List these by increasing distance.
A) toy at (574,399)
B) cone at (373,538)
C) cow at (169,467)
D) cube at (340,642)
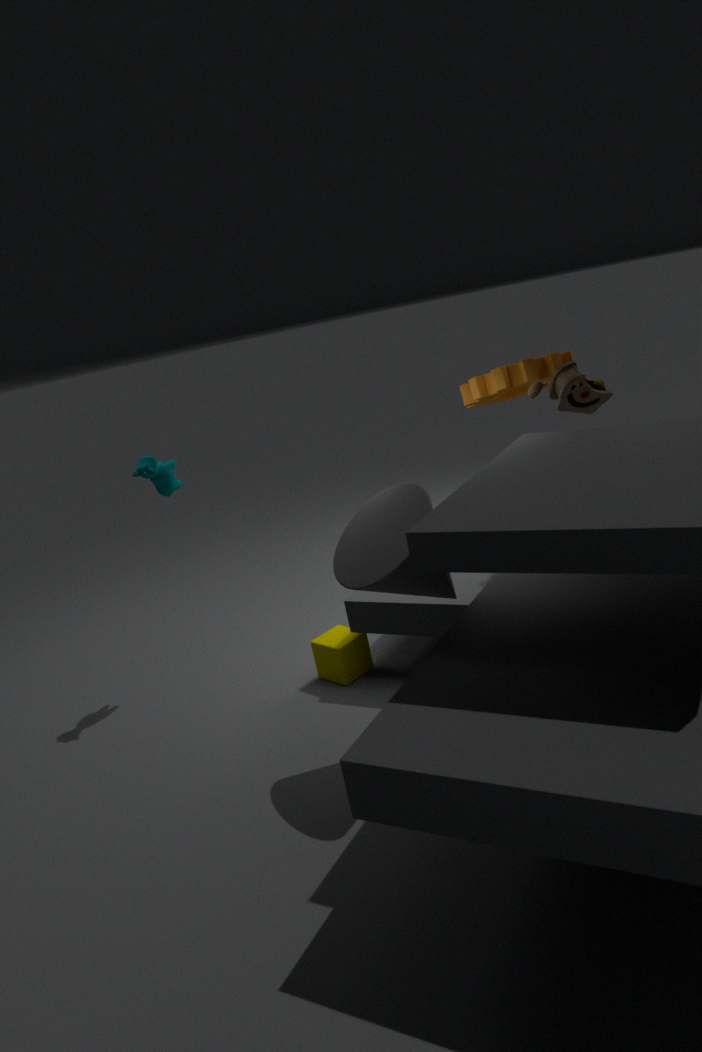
cone at (373,538), toy at (574,399), cube at (340,642), cow at (169,467)
